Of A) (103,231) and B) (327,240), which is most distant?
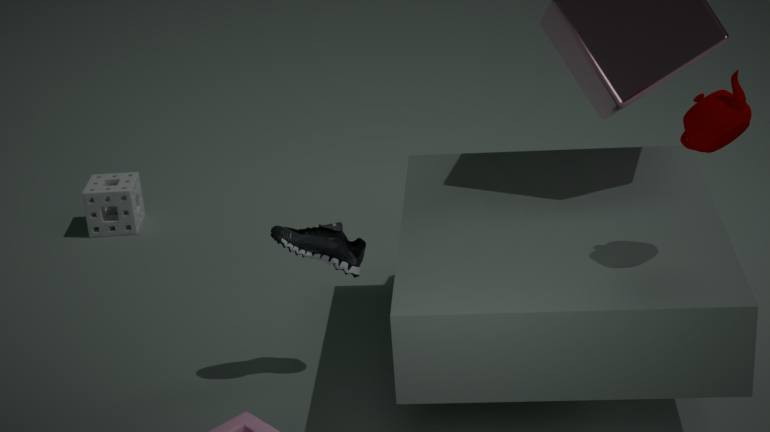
A. (103,231)
